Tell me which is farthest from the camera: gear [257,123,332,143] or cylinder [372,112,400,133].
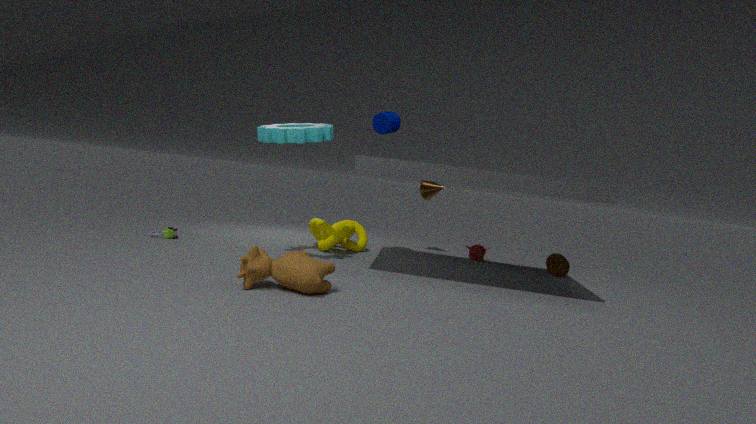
cylinder [372,112,400,133]
